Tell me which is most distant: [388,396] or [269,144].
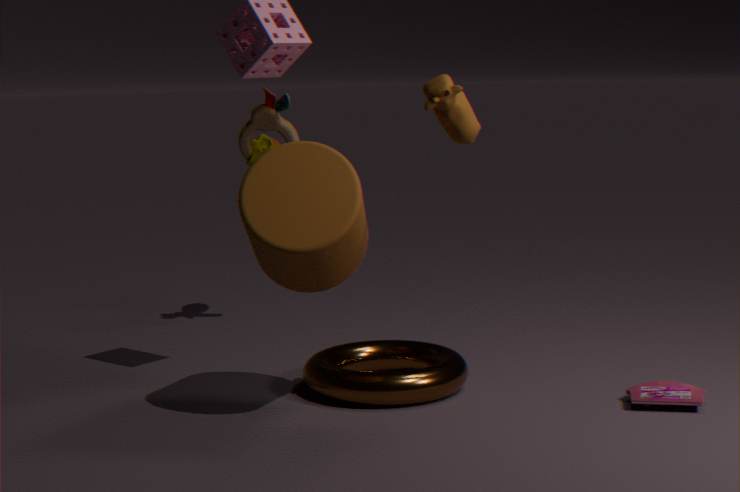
[269,144]
